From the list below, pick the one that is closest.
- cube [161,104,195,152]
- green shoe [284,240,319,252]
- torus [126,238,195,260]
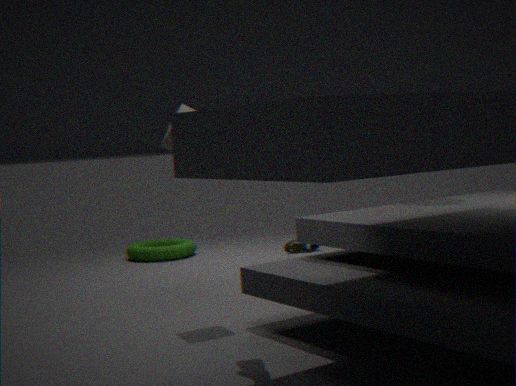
cube [161,104,195,152]
